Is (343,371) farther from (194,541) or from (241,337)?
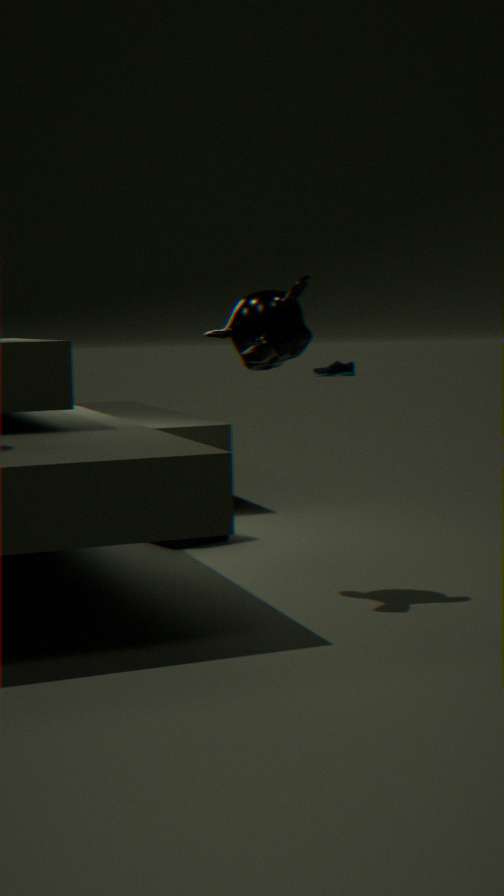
(241,337)
